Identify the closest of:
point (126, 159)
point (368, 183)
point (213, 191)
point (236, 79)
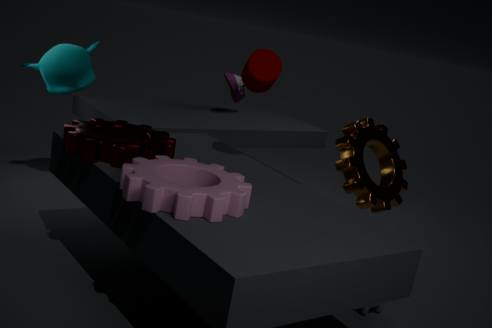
point (213, 191)
